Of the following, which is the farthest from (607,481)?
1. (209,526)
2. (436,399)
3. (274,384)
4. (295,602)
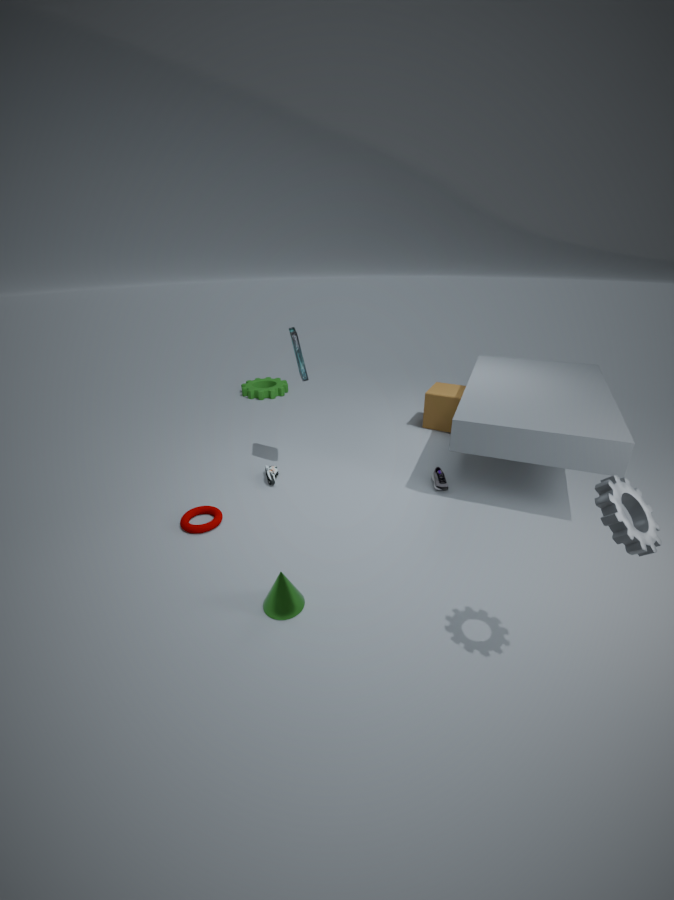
(274,384)
